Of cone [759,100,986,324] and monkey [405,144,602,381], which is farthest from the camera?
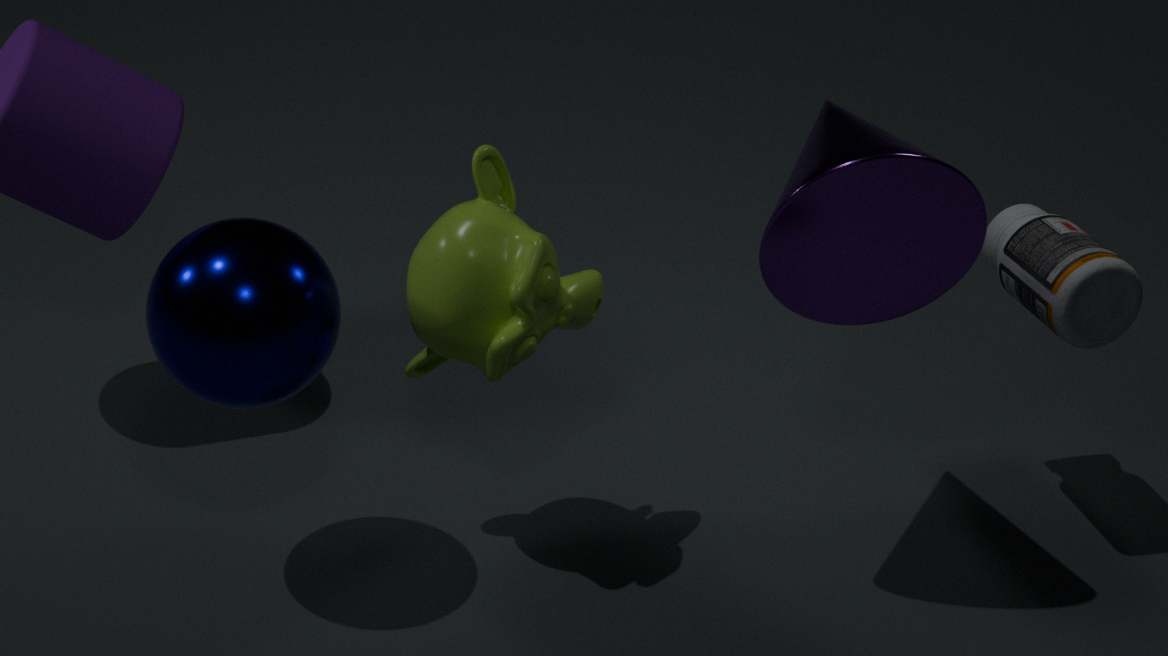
monkey [405,144,602,381]
